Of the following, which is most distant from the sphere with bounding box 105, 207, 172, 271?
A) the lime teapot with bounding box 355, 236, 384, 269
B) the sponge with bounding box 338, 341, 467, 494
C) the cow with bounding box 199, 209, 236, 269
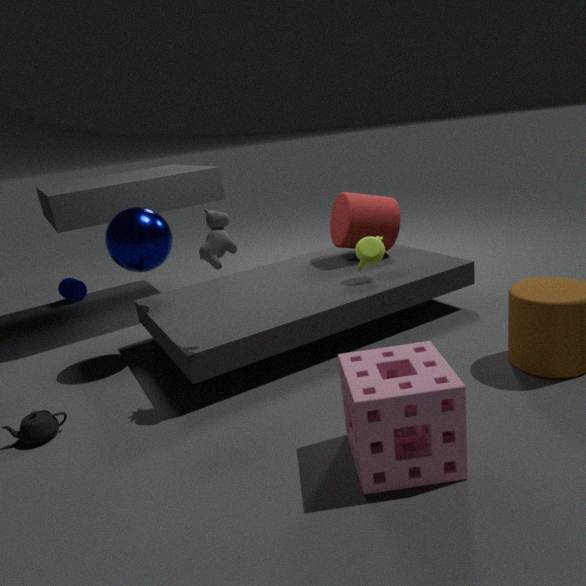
the sponge with bounding box 338, 341, 467, 494
